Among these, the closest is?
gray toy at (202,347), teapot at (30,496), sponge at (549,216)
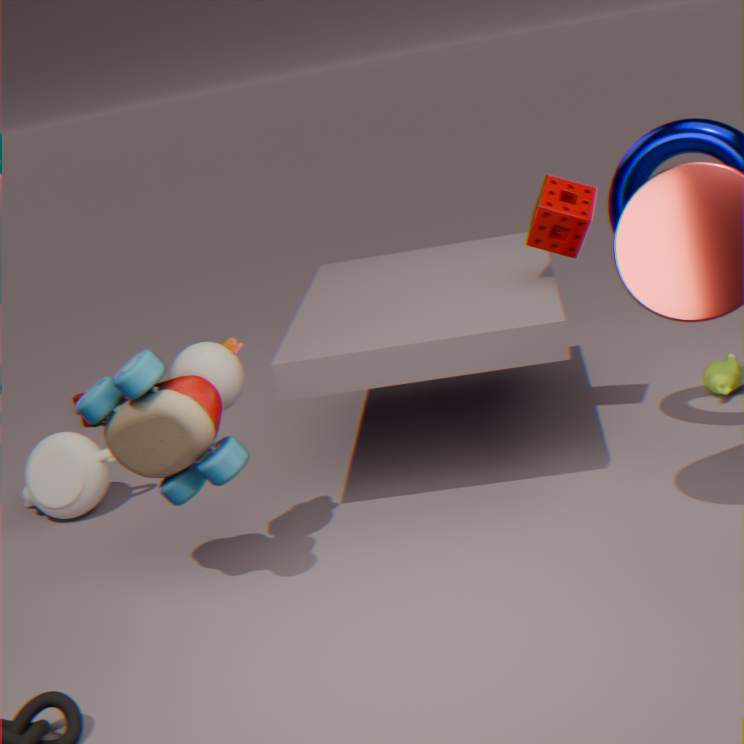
gray toy at (202,347)
